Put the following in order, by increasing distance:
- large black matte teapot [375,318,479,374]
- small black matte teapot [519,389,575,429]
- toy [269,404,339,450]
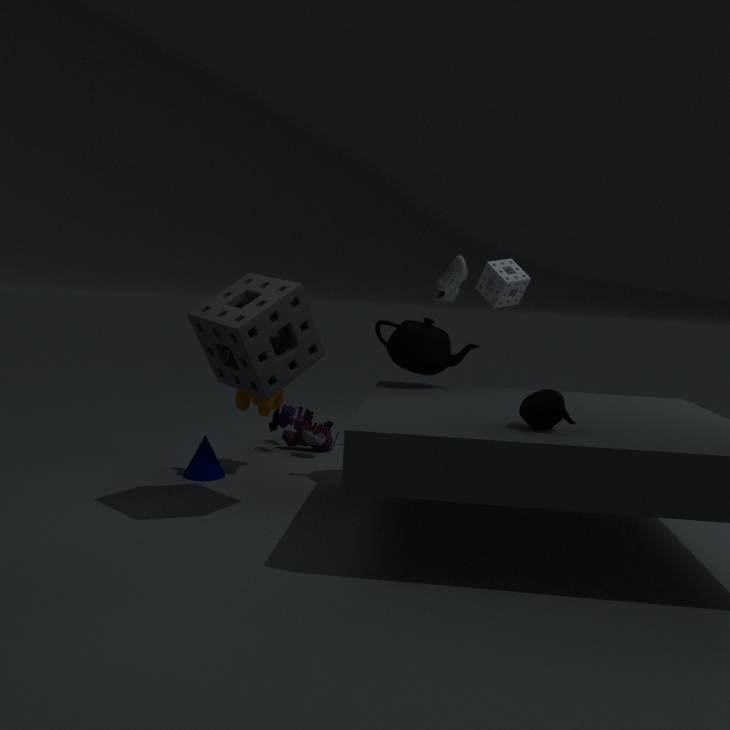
small black matte teapot [519,389,575,429] → large black matte teapot [375,318,479,374] → toy [269,404,339,450]
